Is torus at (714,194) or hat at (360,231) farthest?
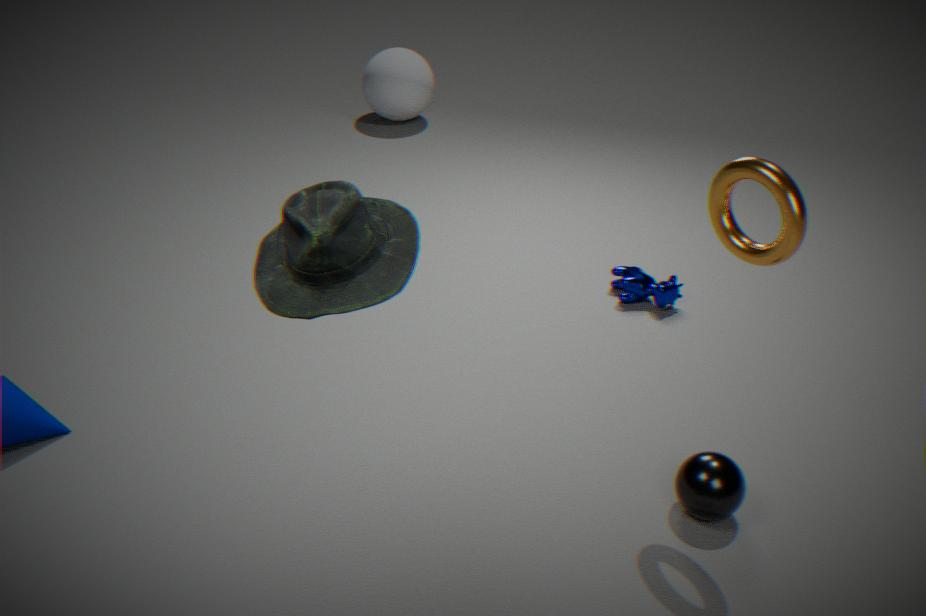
torus at (714,194)
